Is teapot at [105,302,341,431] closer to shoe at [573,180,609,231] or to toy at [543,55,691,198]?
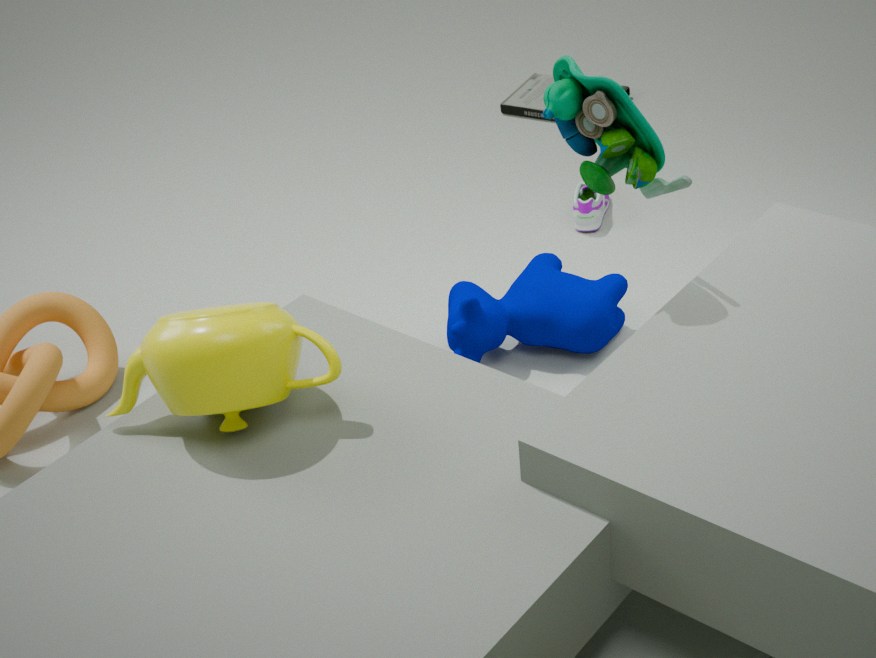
toy at [543,55,691,198]
